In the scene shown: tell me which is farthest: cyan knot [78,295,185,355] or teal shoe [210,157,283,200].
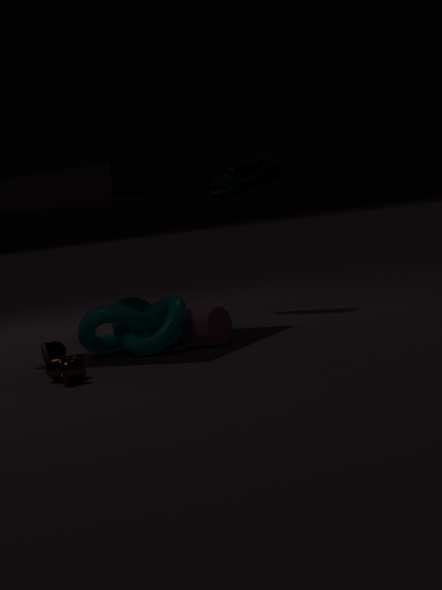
teal shoe [210,157,283,200]
